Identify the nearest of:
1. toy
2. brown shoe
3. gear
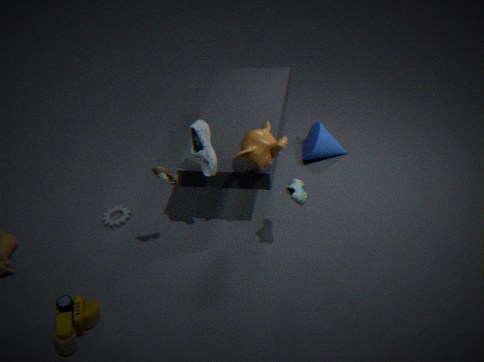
toy
